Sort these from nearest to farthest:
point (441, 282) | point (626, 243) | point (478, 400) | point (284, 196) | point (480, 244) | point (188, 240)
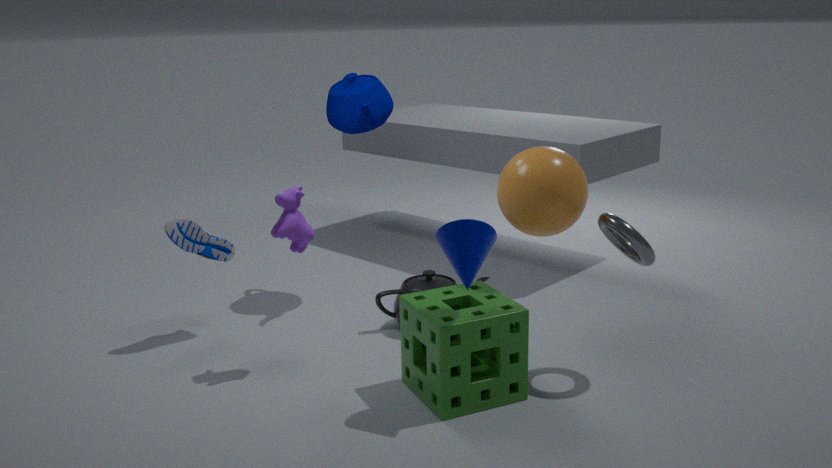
1. point (480, 244)
2. point (478, 400)
3. point (284, 196)
4. point (626, 243)
5. point (188, 240)
6. point (441, 282)
